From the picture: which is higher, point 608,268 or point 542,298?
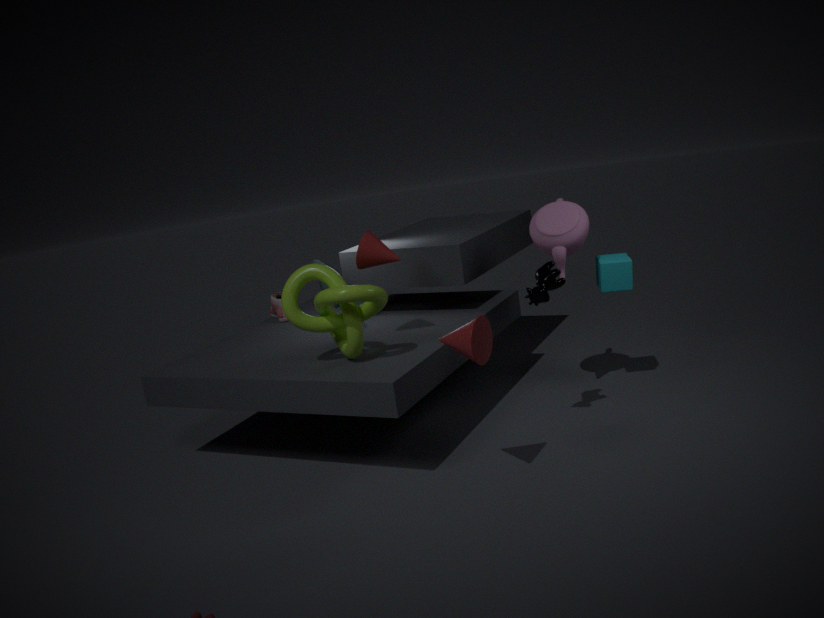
point 542,298
